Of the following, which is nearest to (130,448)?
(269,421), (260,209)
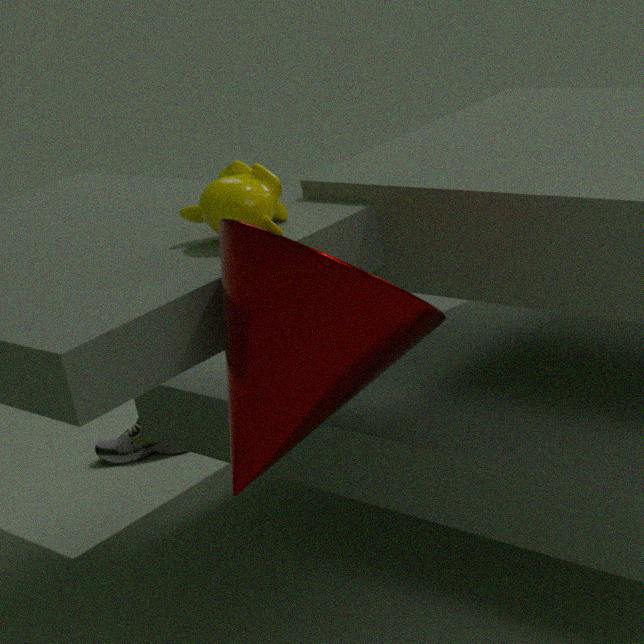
(260,209)
